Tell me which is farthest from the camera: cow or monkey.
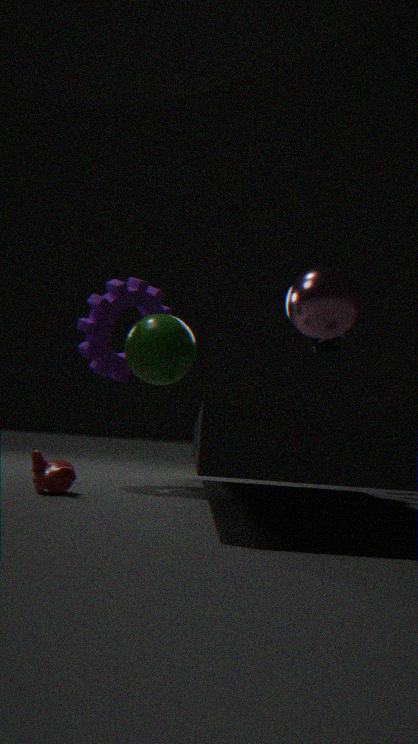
cow
